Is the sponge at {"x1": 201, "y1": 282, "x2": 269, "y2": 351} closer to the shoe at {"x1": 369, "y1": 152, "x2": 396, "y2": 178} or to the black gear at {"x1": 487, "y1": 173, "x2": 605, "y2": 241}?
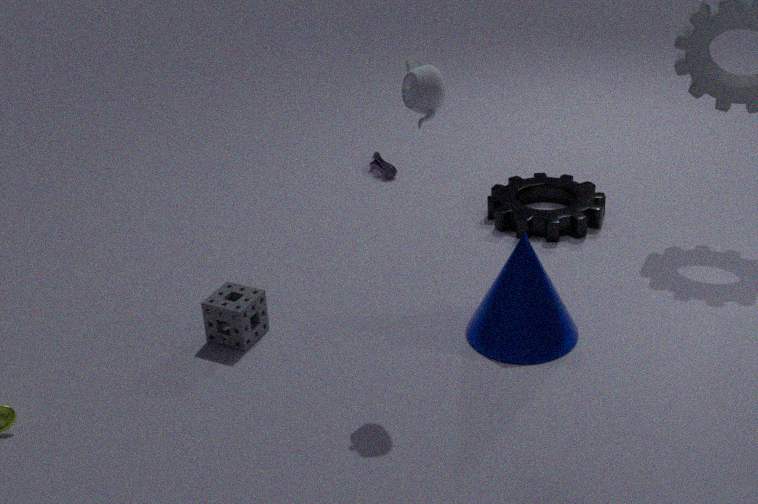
the black gear at {"x1": 487, "y1": 173, "x2": 605, "y2": 241}
